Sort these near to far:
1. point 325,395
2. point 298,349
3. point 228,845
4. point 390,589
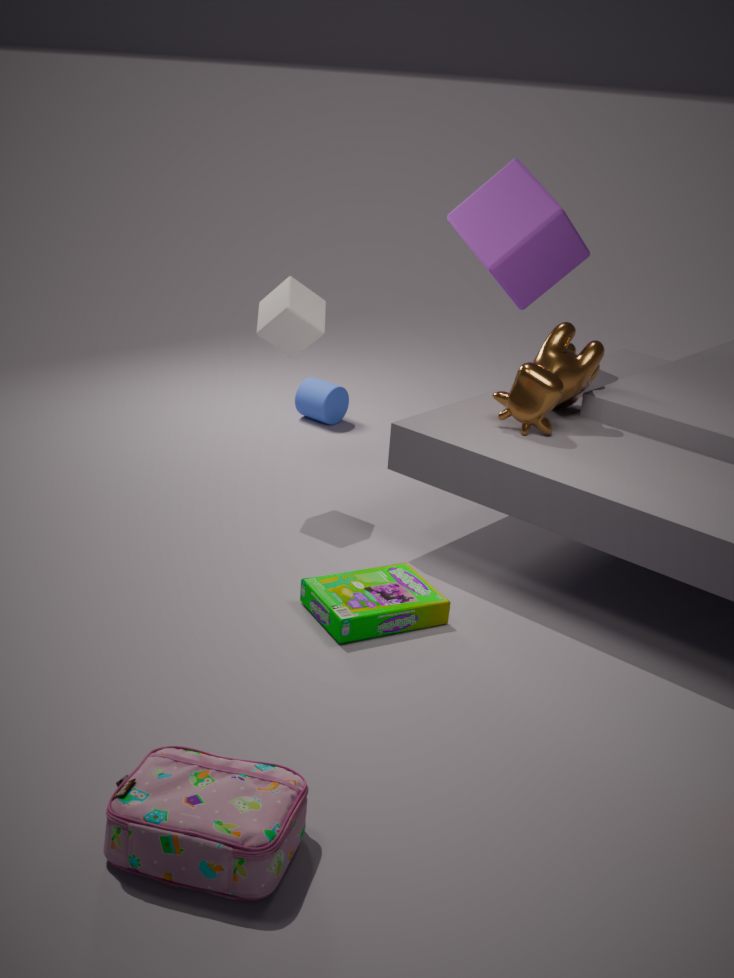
point 228,845, point 390,589, point 298,349, point 325,395
